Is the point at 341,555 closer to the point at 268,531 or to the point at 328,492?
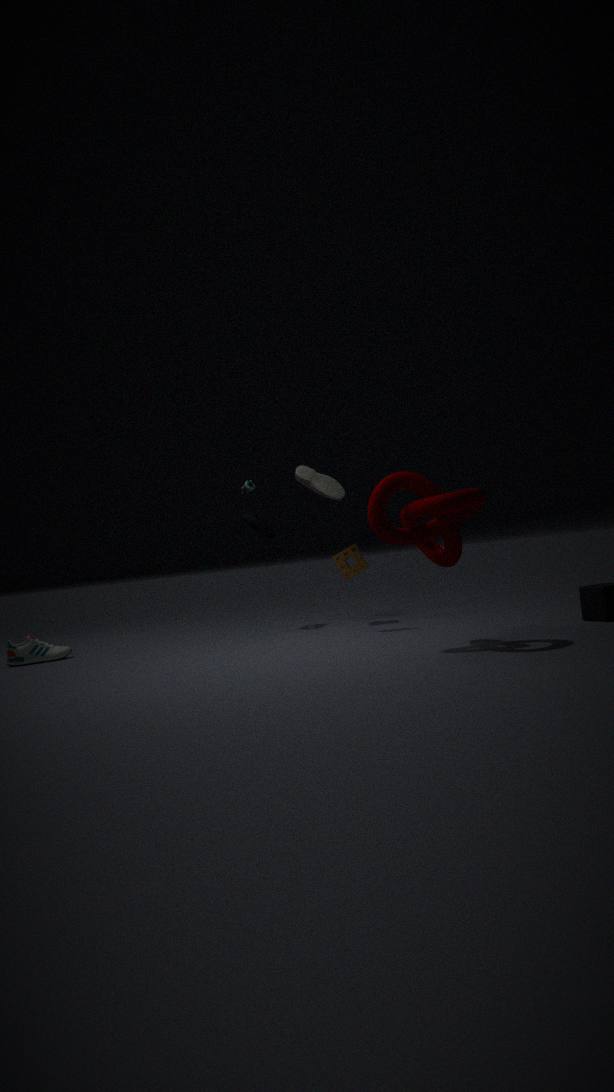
the point at 328,492
